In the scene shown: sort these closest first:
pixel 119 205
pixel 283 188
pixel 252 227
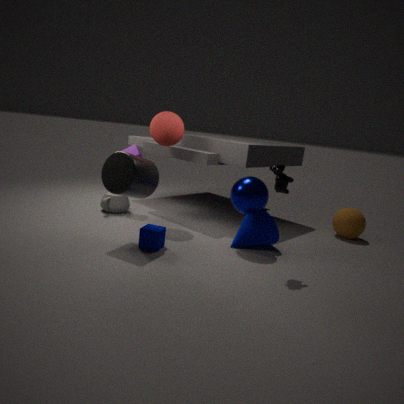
pixel 283 188 < pixel 252 227 < pixel 119 205
